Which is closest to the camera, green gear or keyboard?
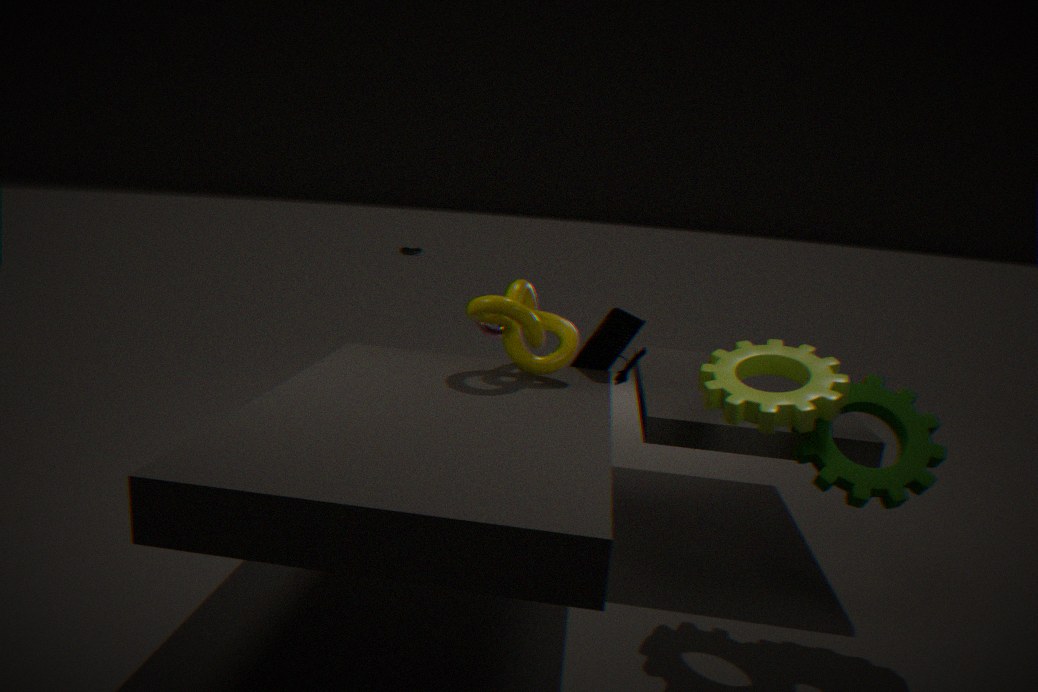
green gear
